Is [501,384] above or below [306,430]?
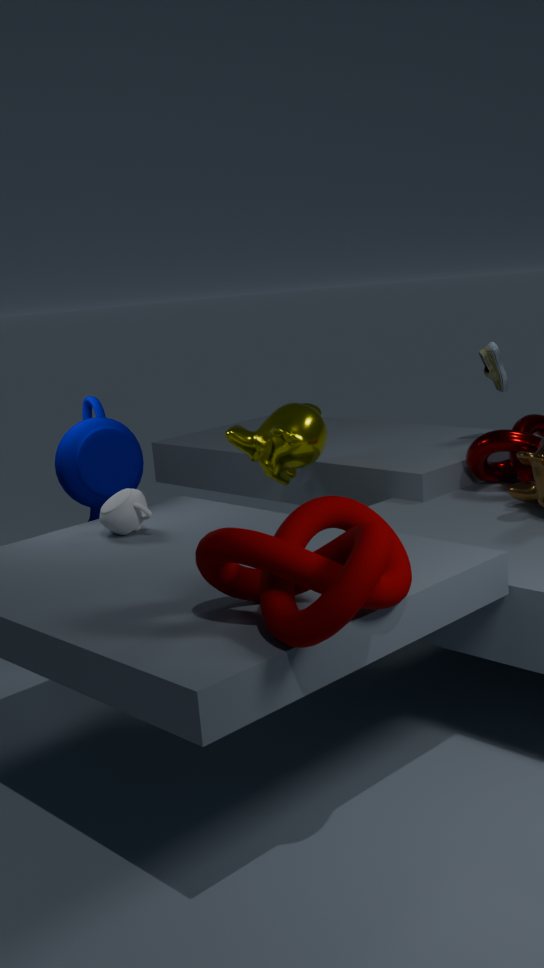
above
